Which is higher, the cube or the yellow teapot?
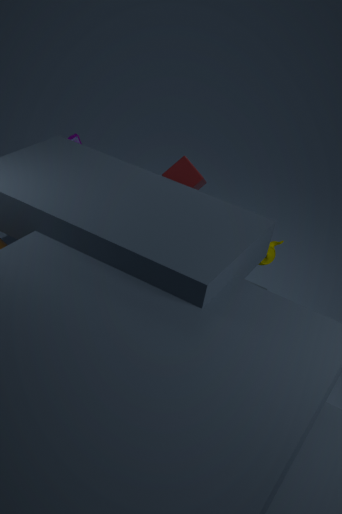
the cube
